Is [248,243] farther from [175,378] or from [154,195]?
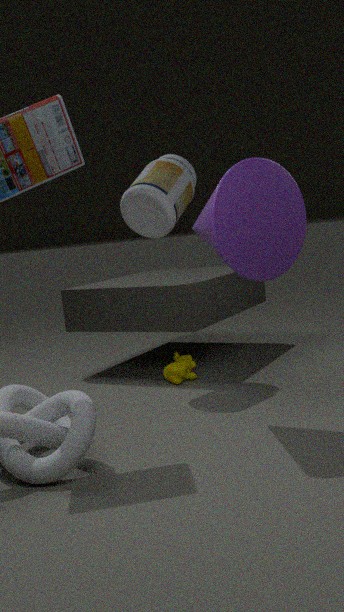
[175,378]
